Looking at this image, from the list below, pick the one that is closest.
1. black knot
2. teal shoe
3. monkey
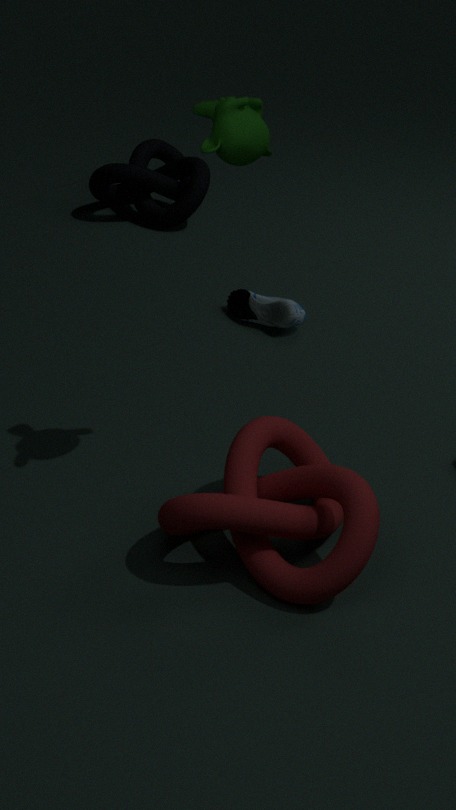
monkey
